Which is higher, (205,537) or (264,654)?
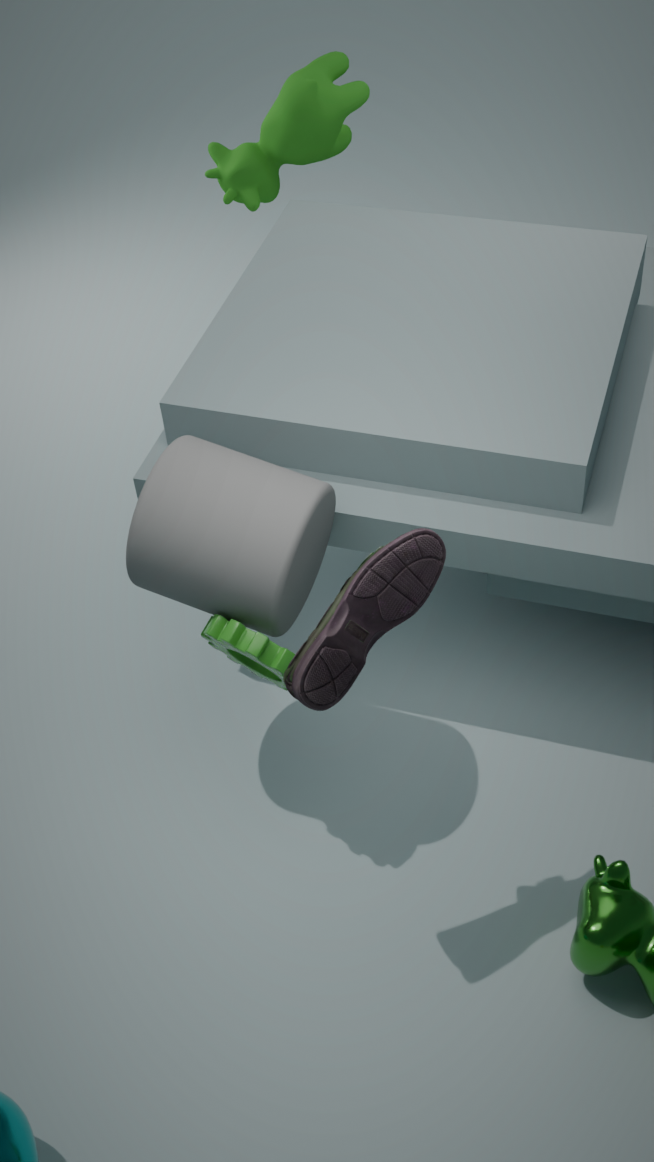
(205,537)
